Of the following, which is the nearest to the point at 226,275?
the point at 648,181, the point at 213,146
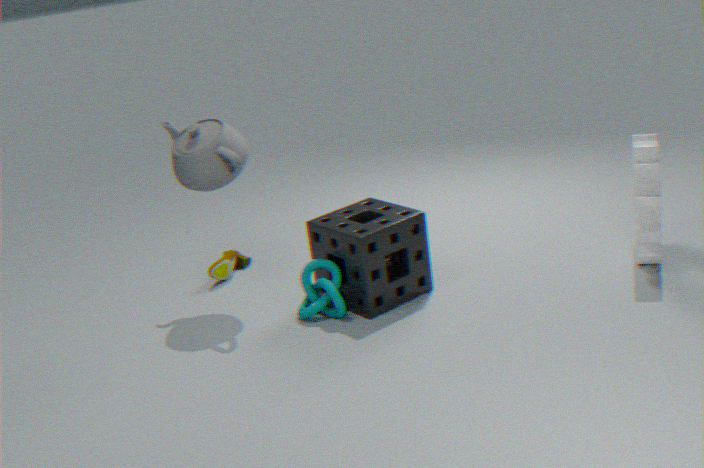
the point at 213,146
